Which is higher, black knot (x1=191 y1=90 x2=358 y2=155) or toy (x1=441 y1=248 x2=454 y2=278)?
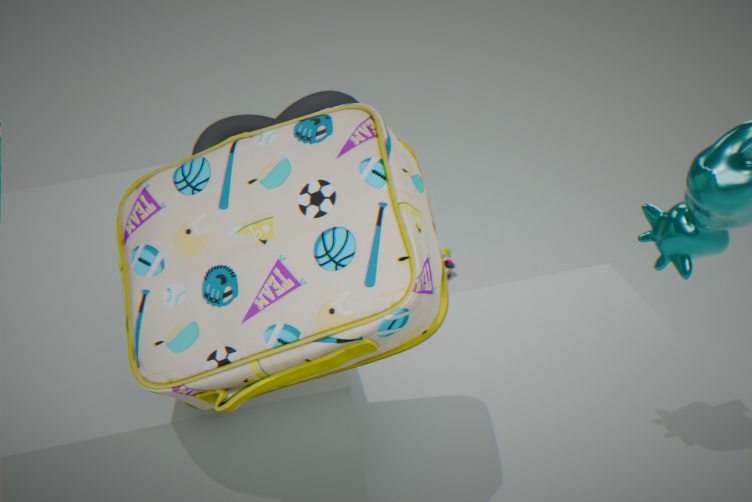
black knot (x1=191 y1=90 x2=358 y2=155)
